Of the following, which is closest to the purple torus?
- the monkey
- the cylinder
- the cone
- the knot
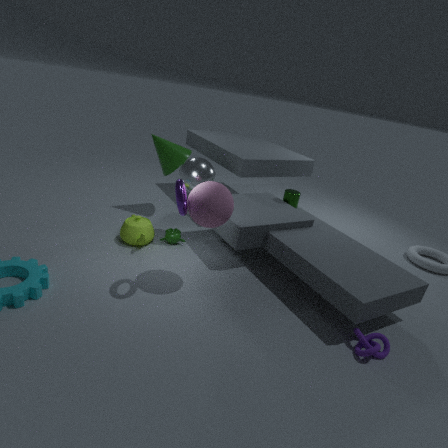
the monkey
